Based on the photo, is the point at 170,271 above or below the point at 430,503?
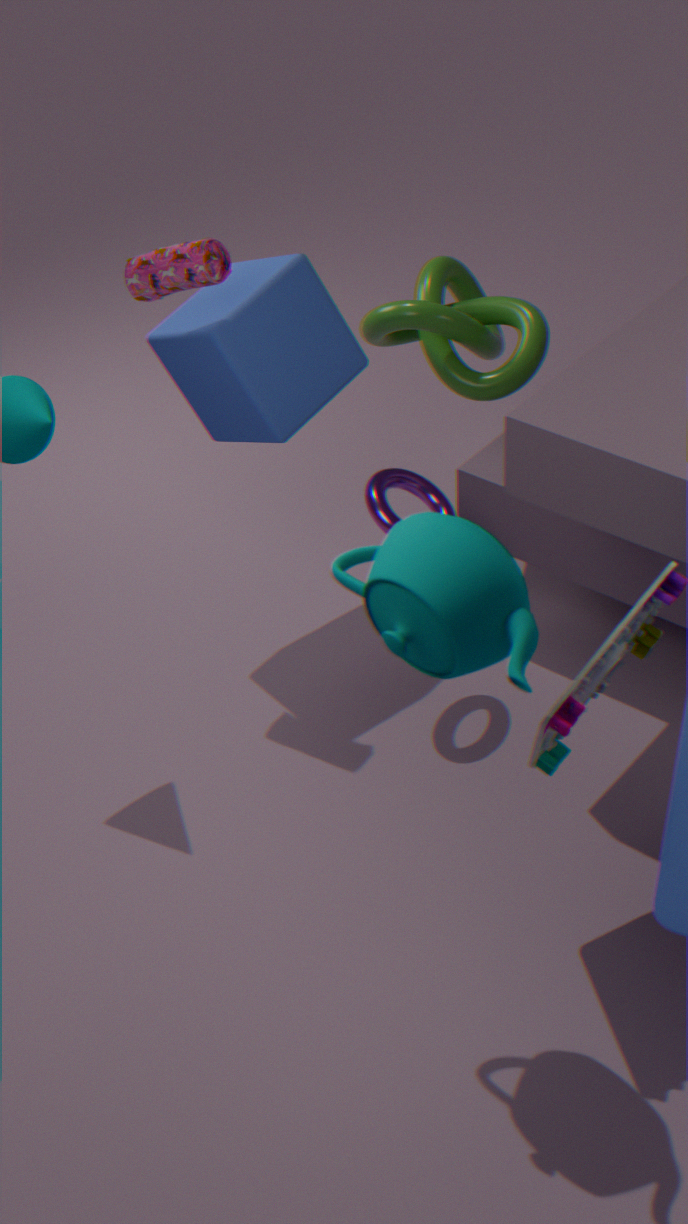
above
